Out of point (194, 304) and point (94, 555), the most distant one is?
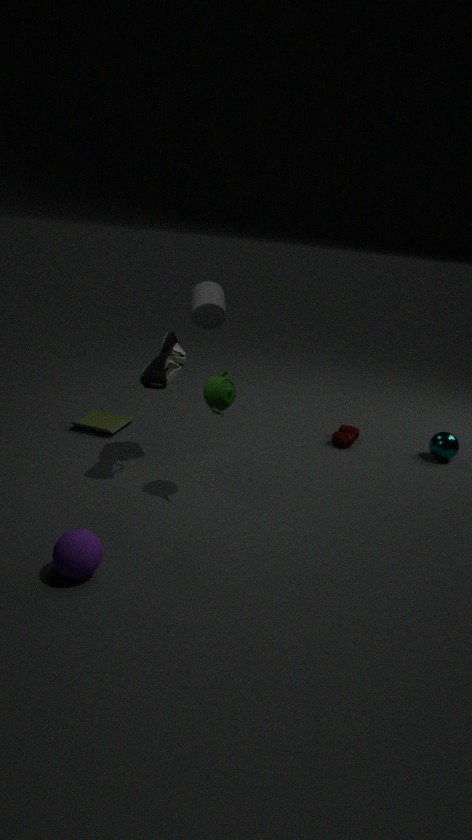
point (194, 304)
